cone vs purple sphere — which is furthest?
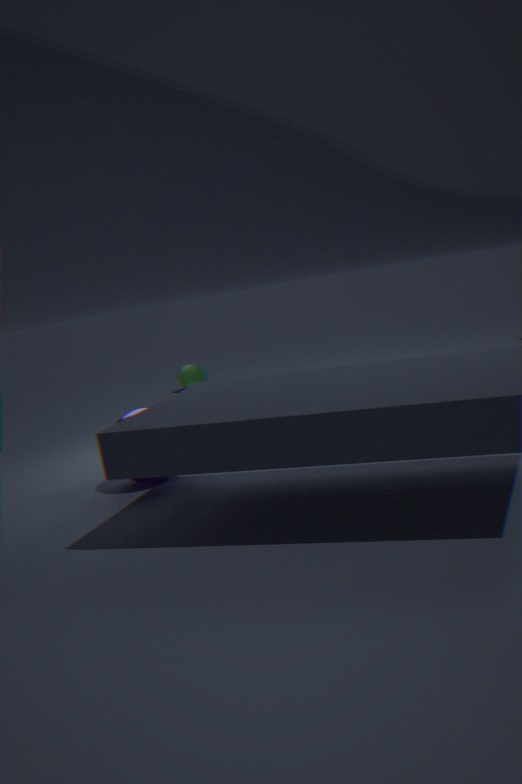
cone
